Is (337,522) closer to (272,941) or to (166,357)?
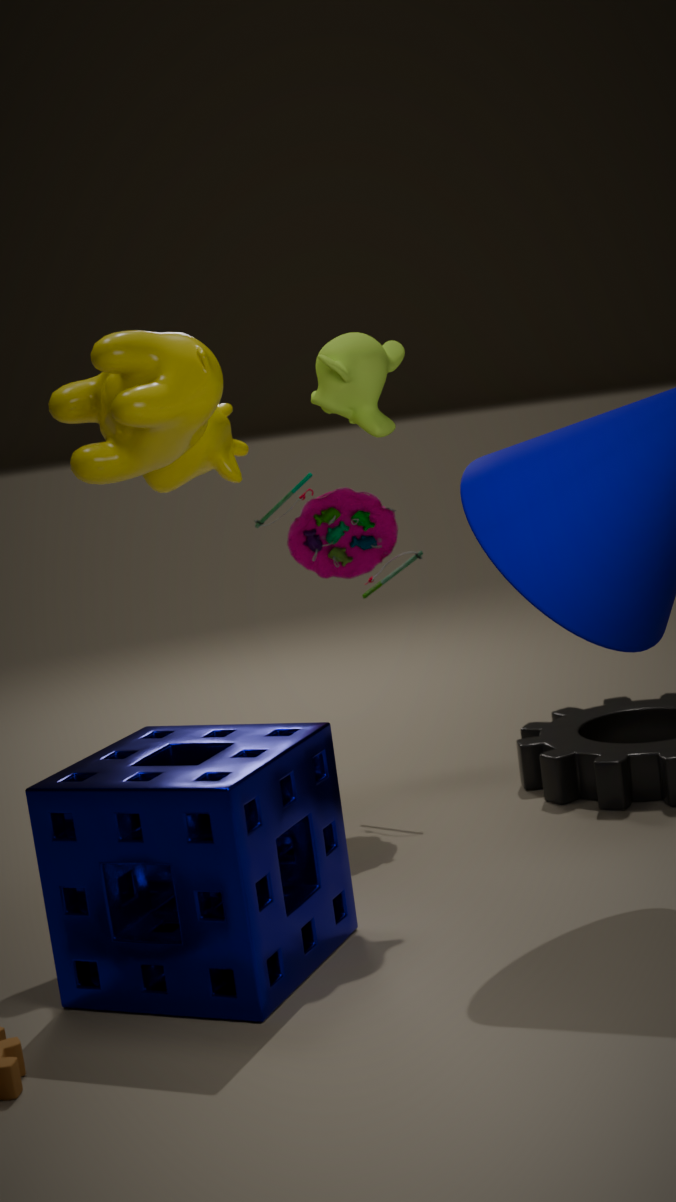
(166,357)
